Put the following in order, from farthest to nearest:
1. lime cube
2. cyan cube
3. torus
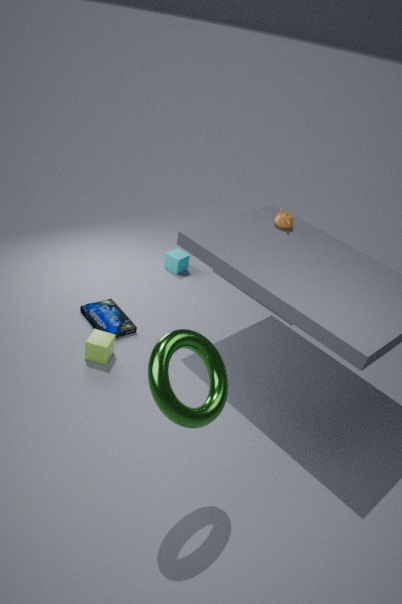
cyan cube
lime cube
torus
